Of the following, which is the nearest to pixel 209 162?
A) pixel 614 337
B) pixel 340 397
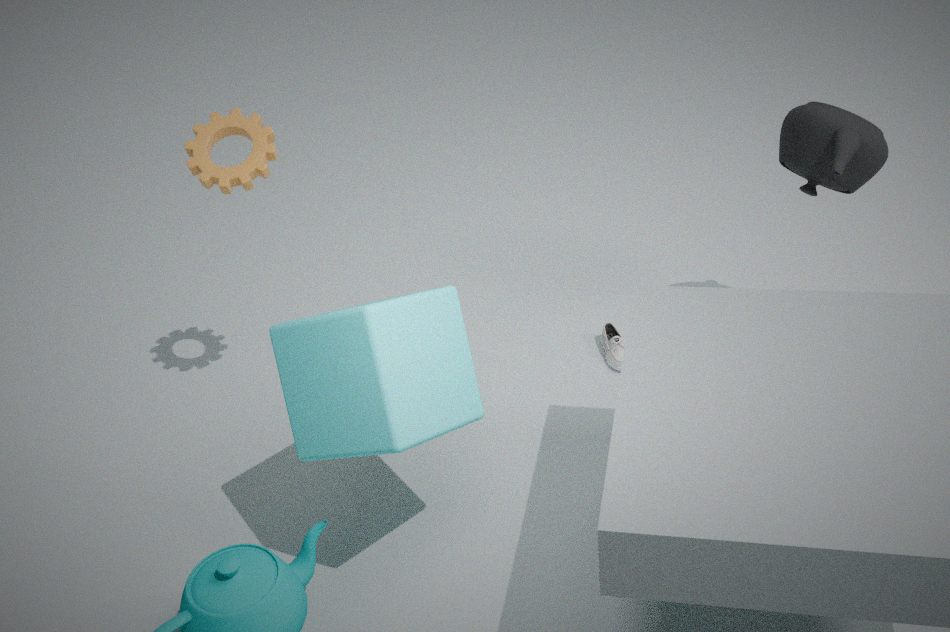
pixel 340 397
